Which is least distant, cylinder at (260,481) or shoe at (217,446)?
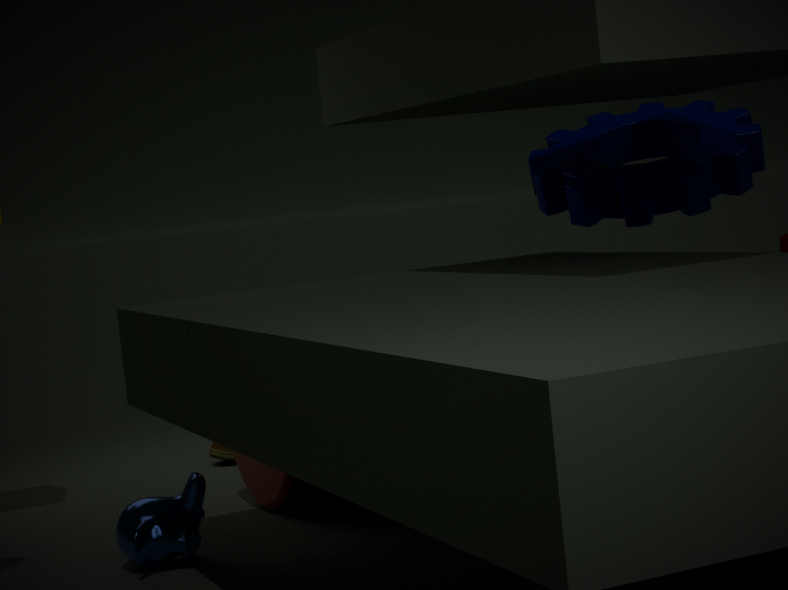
cylinder at (260,481)
